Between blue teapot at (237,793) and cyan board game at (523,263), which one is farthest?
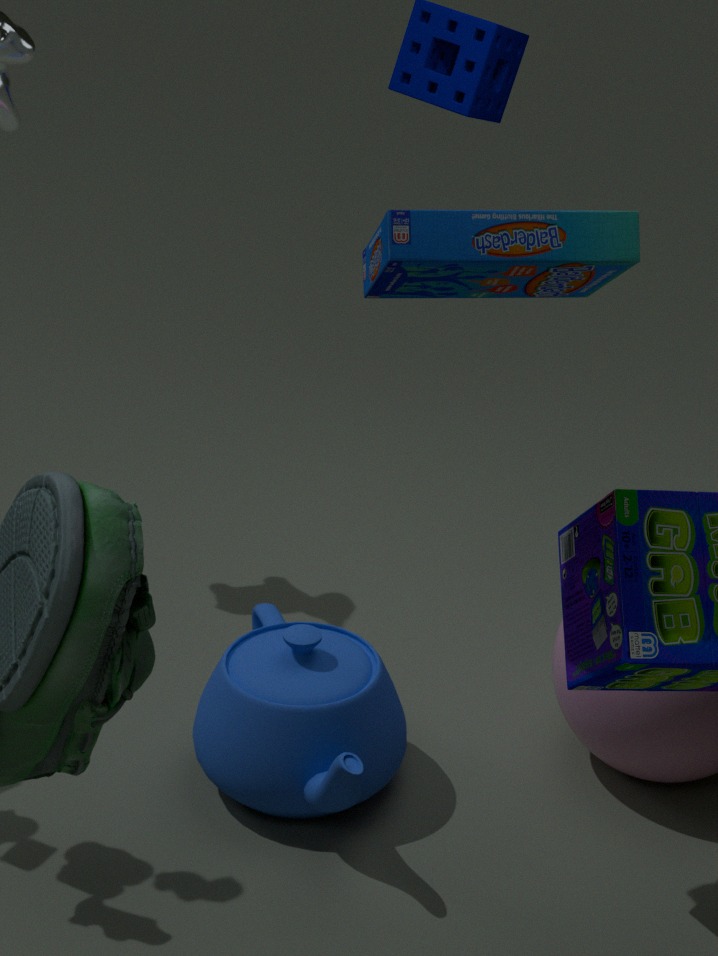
blue teapot at (237,793)
